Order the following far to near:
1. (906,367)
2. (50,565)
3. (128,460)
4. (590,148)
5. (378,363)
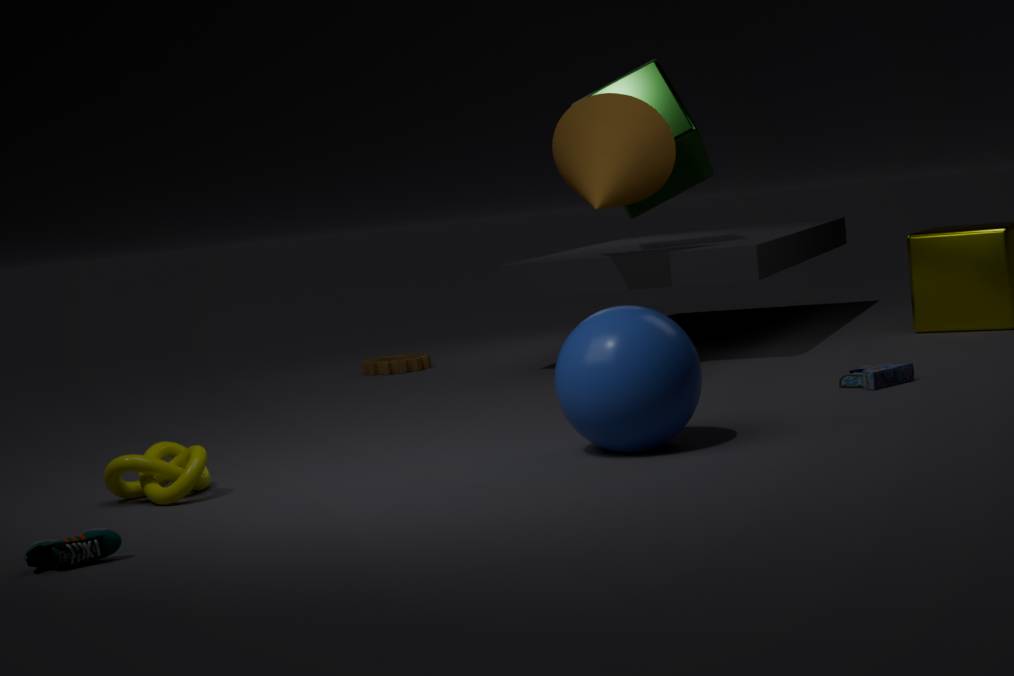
(378,363), (590,148), (906,367), (128,460), (50,565)
